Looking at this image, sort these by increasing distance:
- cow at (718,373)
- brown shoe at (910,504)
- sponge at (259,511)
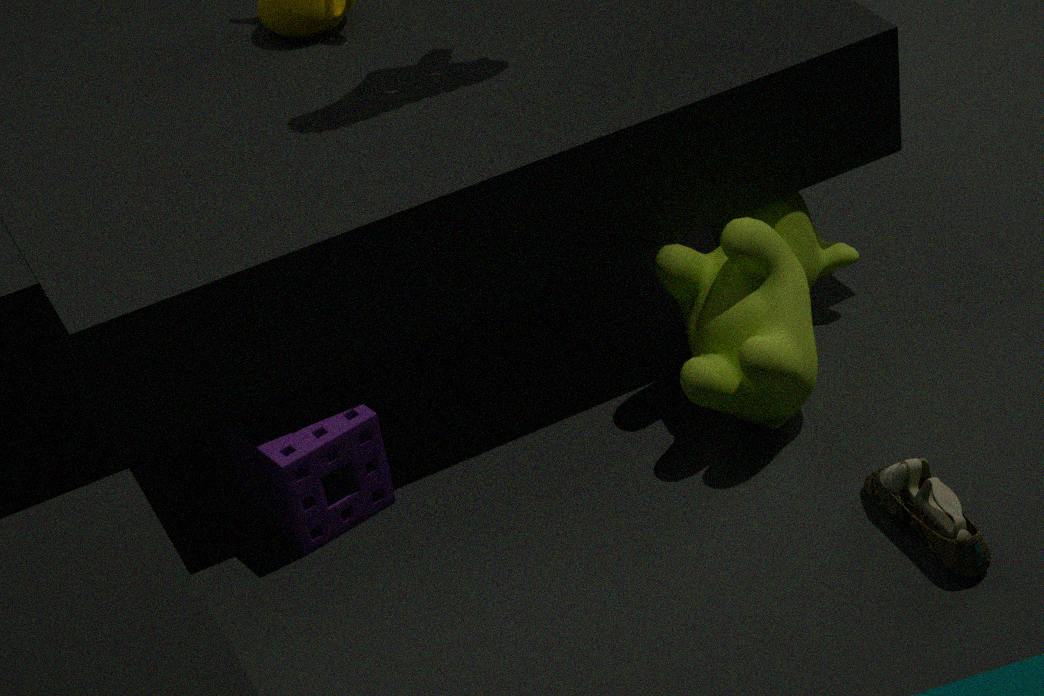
brown shoe at (910,504) < sponge at (259,511) < cow at (718,373)
